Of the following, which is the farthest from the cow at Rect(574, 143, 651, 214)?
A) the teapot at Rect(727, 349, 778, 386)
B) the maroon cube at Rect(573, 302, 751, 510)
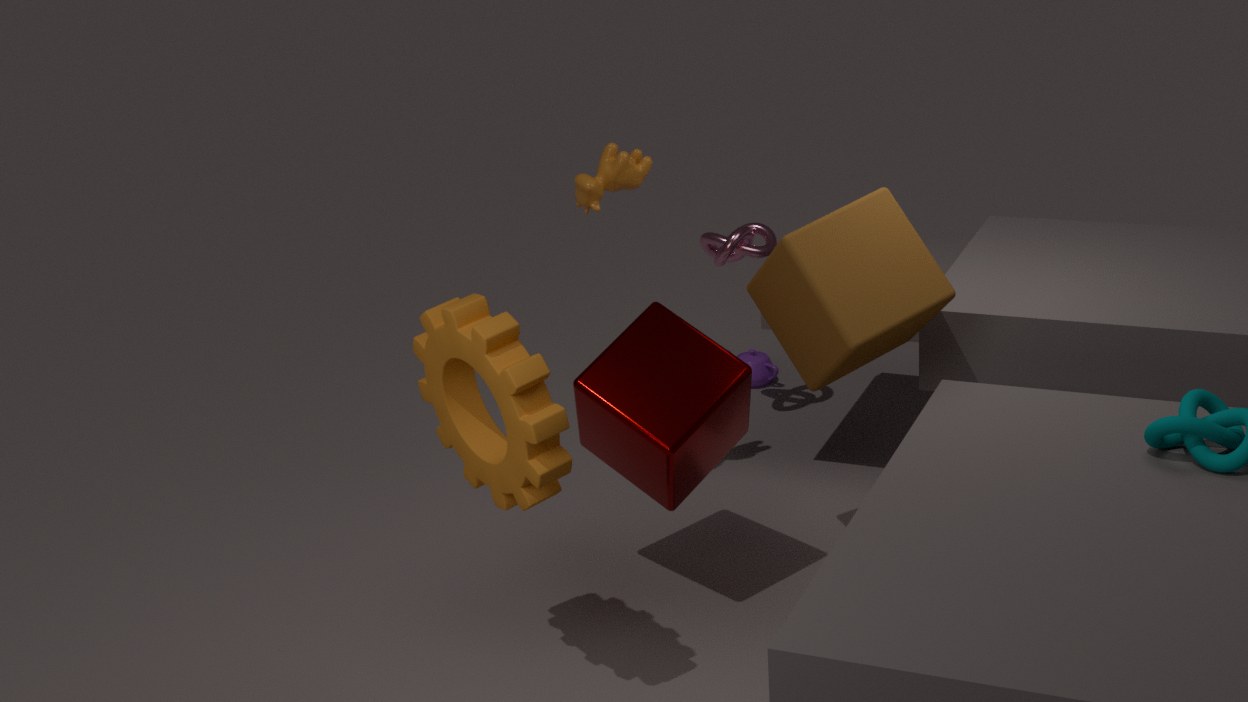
the teapot at Rect(727, 349, 778, 386)
